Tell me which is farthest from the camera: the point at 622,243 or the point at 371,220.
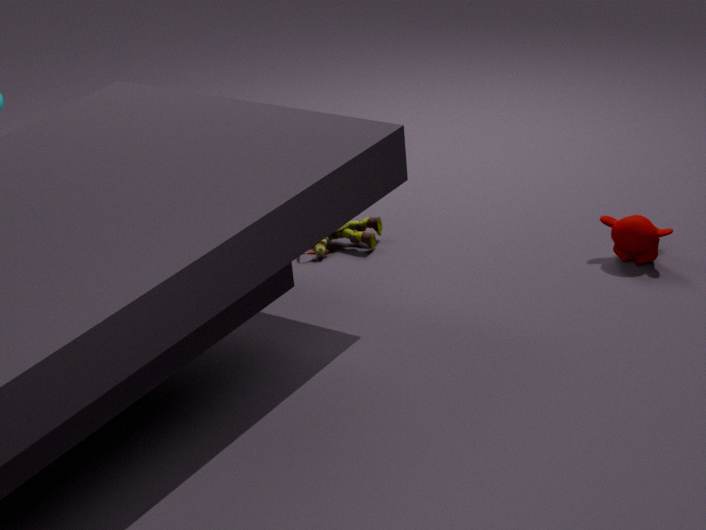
the point at 371,220
